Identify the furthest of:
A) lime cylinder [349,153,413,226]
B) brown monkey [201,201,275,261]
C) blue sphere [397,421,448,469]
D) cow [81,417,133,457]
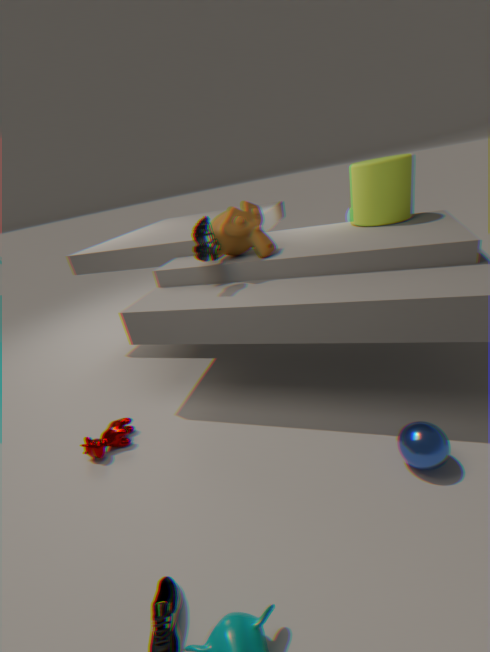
lime cylinder [349,153,413,226]
